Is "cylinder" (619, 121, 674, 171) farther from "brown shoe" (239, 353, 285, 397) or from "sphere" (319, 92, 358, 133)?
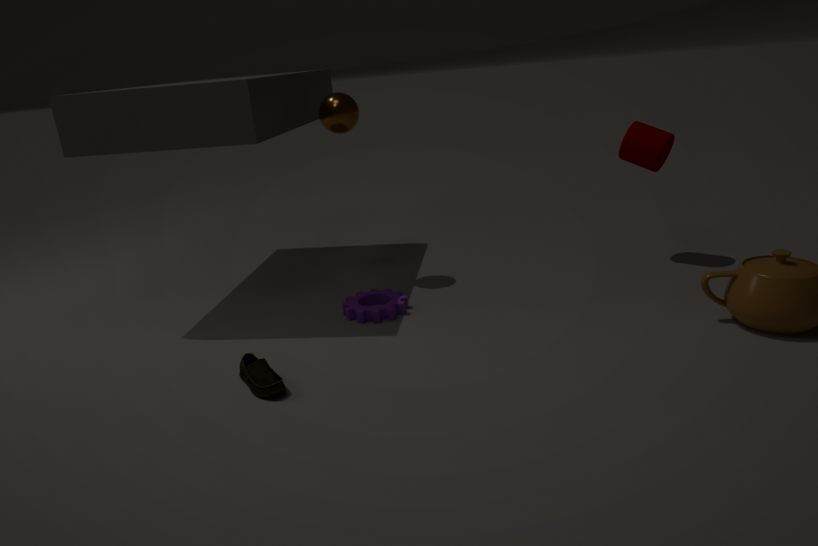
"brown shoe" (239, 353, 285, 397)
